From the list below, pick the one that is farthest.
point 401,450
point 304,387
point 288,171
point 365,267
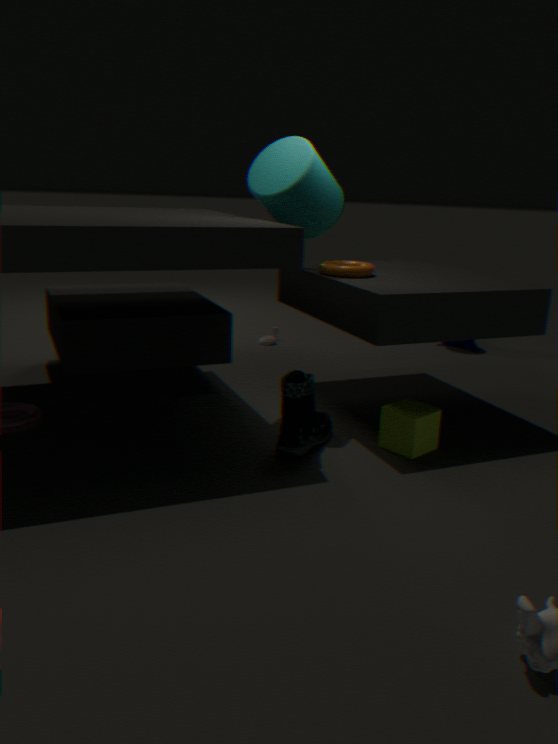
point 365,267
